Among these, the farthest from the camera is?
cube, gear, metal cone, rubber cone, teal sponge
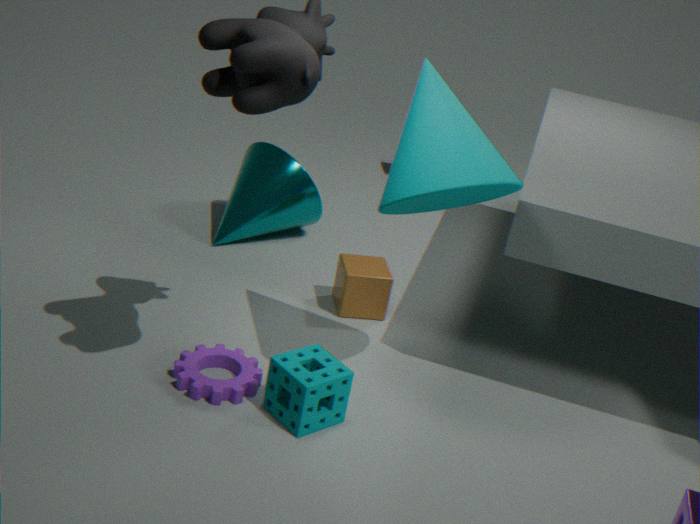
metal cone
